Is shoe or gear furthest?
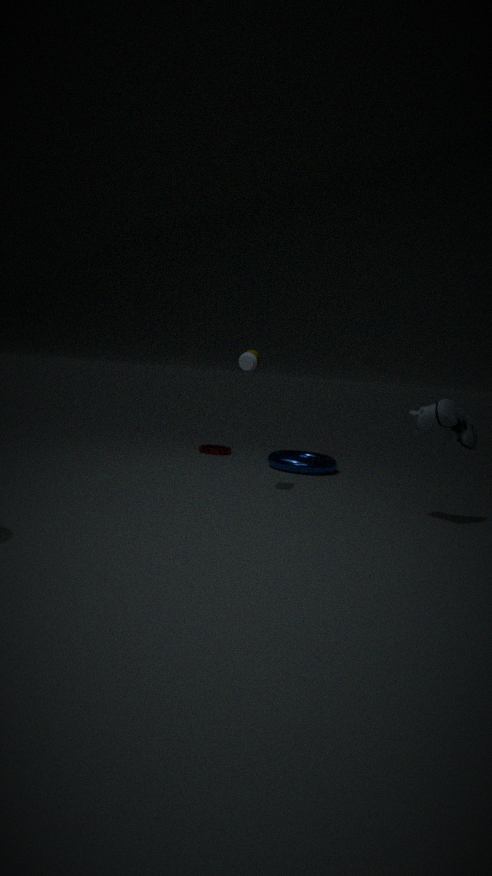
gear
